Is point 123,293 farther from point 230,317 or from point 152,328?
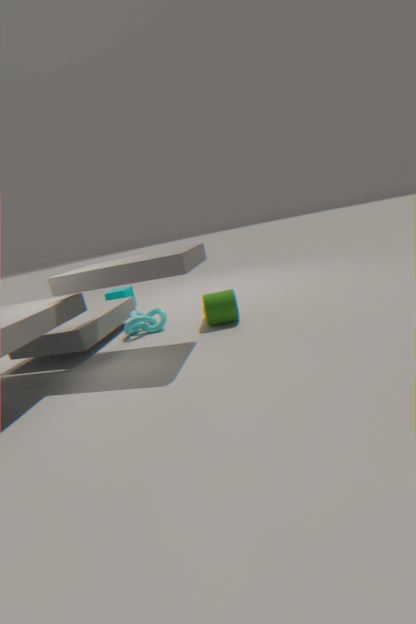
point 230,317
